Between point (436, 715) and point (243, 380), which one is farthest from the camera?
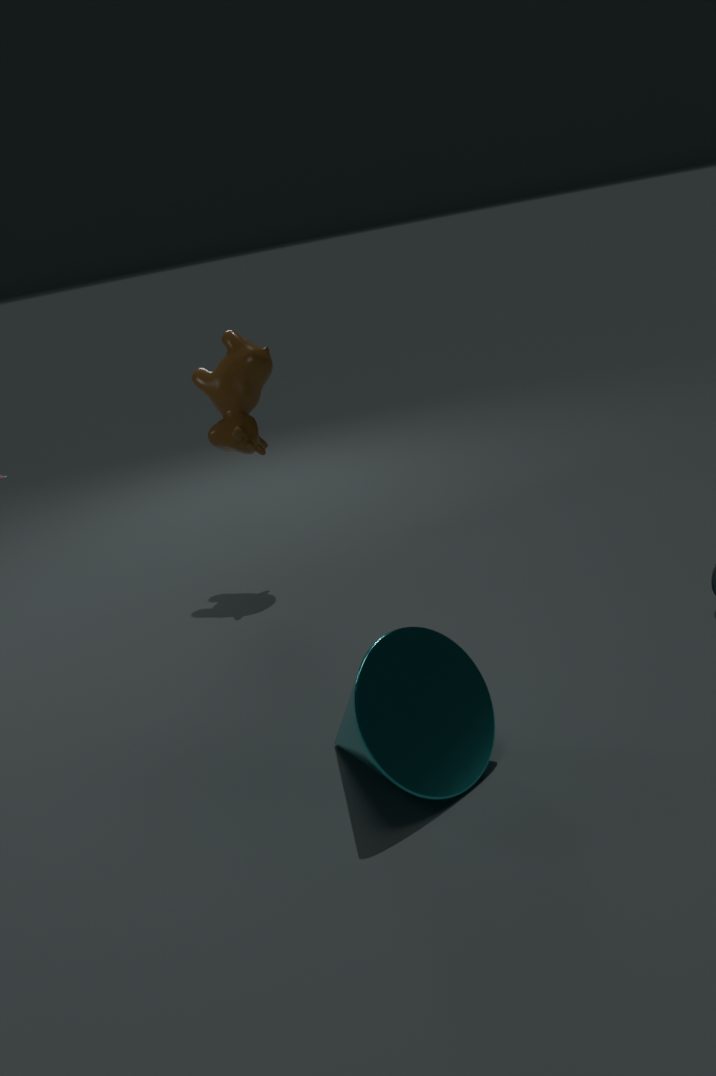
point (243, 380)
